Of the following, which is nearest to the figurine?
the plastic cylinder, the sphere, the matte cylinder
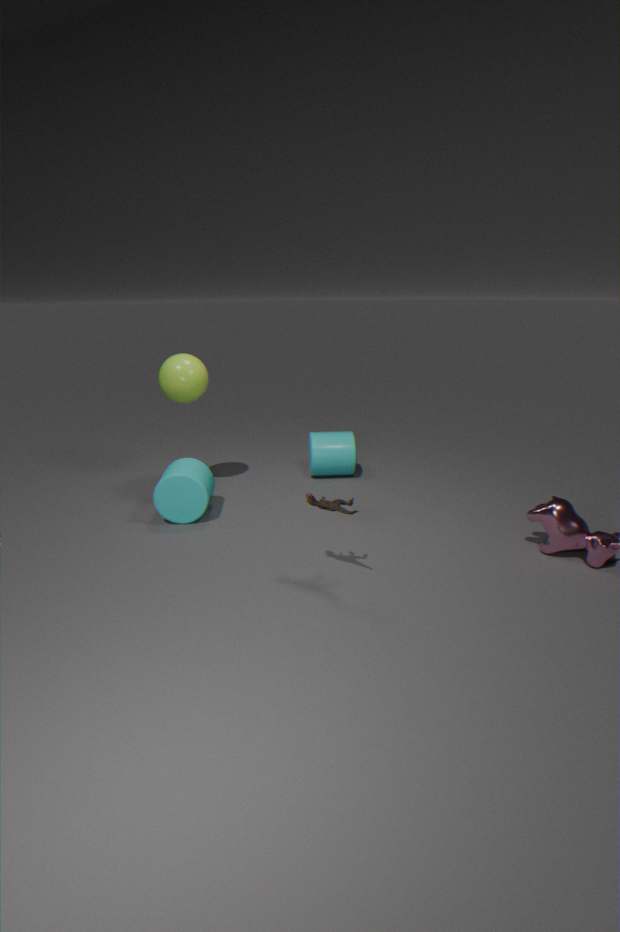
the matte cylinder
